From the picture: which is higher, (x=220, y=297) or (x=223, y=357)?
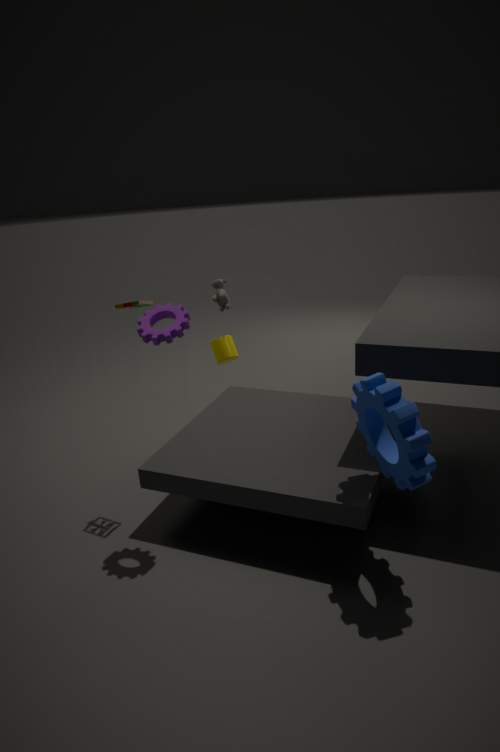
(x=220, y=297)
